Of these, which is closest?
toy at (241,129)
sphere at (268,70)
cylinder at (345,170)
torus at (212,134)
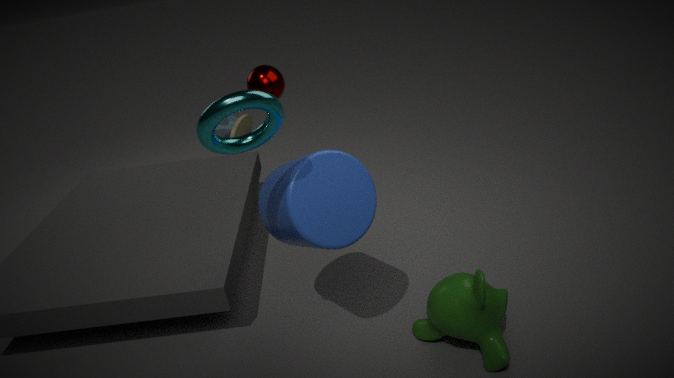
torus at (212,134)
